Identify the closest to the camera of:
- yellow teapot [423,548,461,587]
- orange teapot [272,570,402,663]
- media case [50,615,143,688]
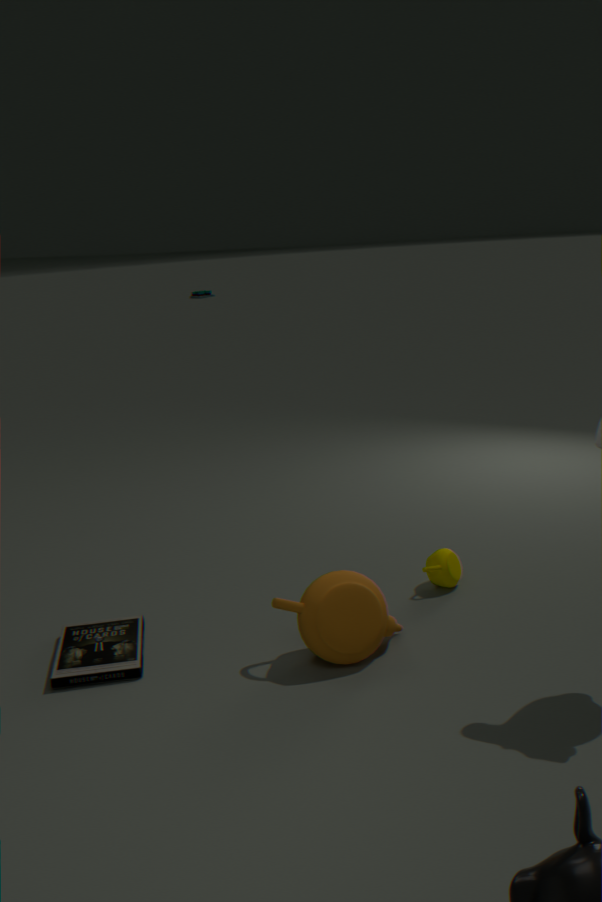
orange teapot [272,570,402,663]
